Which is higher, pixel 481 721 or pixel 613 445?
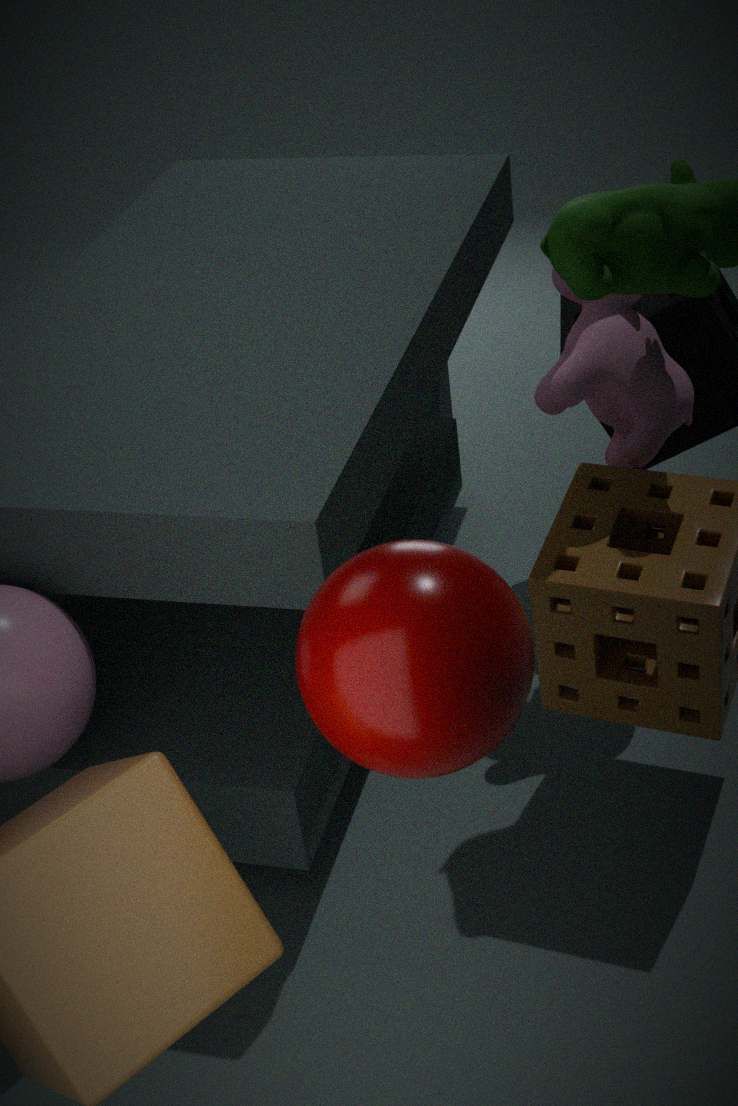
pixel 481 721
